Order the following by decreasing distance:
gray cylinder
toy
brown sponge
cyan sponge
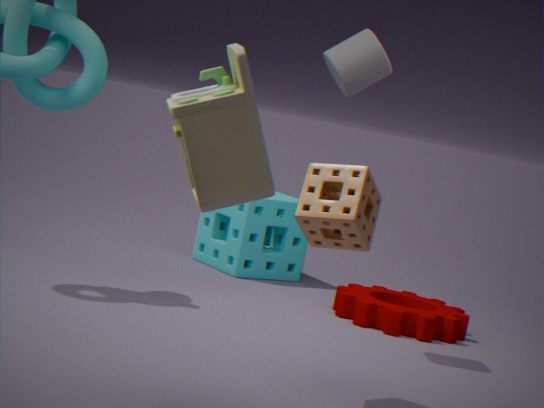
cyan sponge, gray cylinder, brown sponge, toy
